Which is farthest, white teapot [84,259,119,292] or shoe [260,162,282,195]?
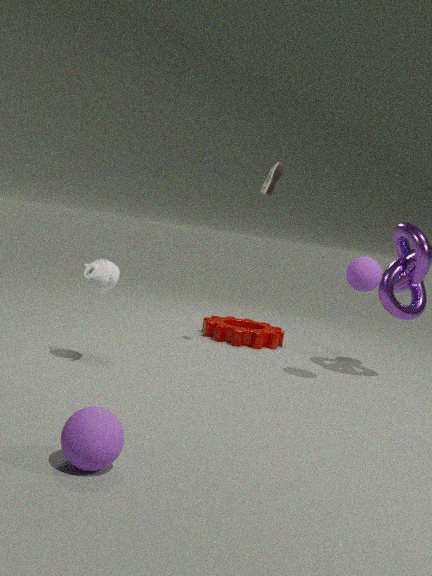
shoe [260,162,282,195]
